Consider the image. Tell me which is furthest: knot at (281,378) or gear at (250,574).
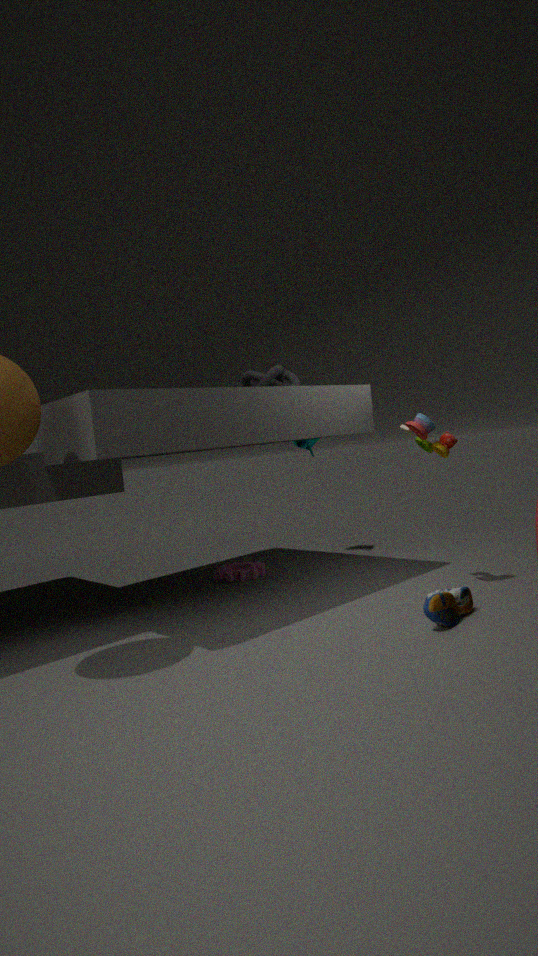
gear at (250,574)
